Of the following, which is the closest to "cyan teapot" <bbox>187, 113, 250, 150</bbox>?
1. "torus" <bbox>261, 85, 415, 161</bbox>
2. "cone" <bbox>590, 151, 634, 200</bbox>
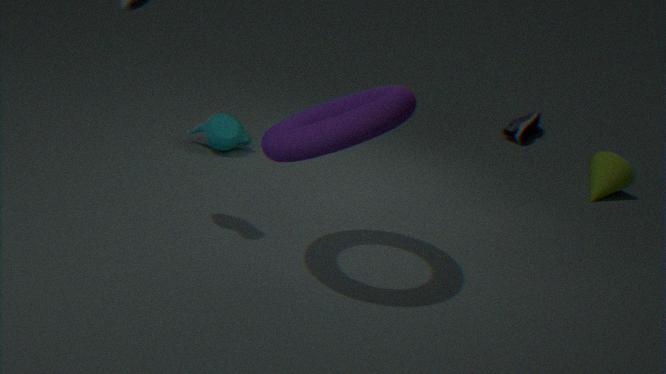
"torus" <bbox>261, 85, 415, 161</bbox>
